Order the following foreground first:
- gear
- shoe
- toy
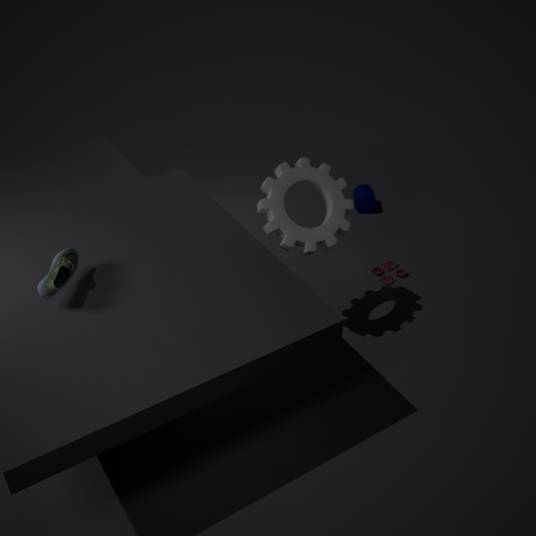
shoe < gear < toy
